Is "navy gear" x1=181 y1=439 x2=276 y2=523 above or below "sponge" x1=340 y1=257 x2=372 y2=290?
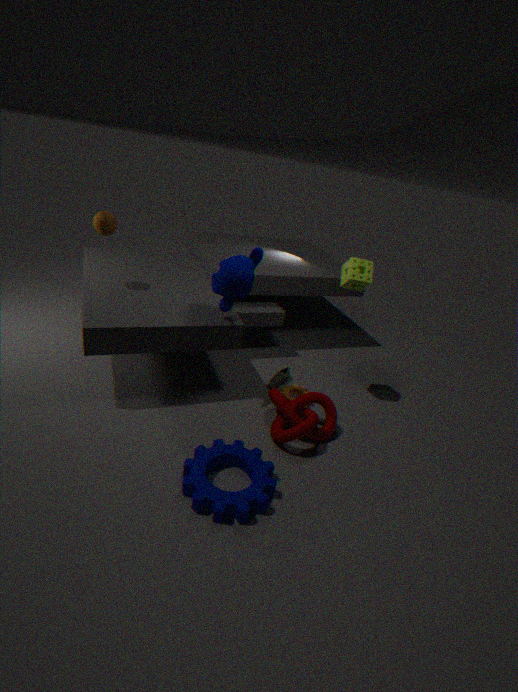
below
